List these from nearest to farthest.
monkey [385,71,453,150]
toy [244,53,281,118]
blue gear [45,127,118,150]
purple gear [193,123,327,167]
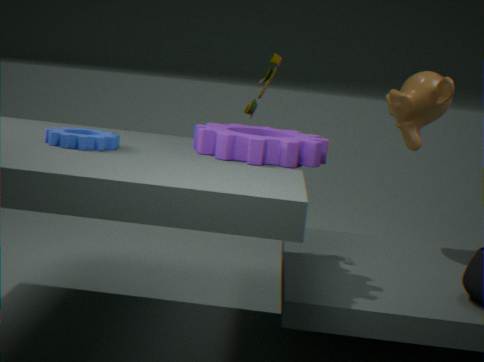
blue gear [45,127,118,150]
purple gear [193,123,327,167]
toy [244,53,281,118]
monkey [385,71,453,150]
